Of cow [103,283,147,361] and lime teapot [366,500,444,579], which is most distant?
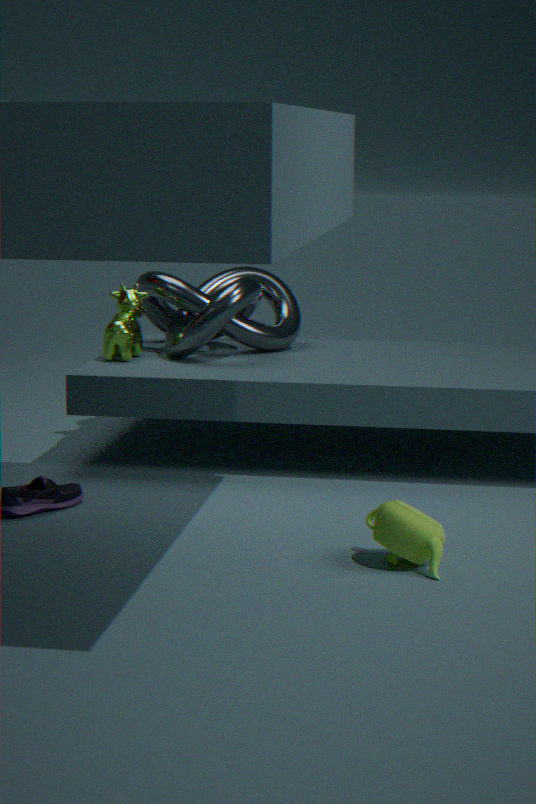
cow [103,283,147,361]
